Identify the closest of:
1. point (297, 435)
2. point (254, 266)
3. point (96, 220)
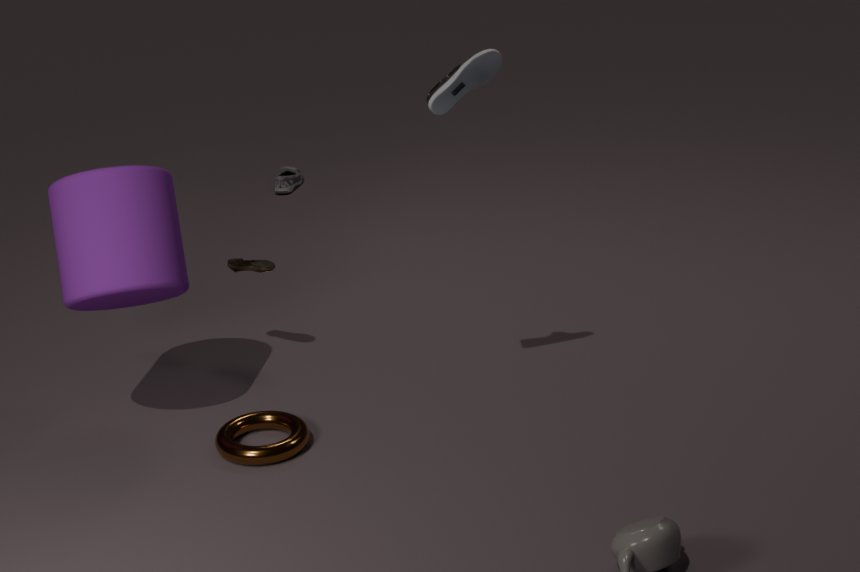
point (96, 220)
